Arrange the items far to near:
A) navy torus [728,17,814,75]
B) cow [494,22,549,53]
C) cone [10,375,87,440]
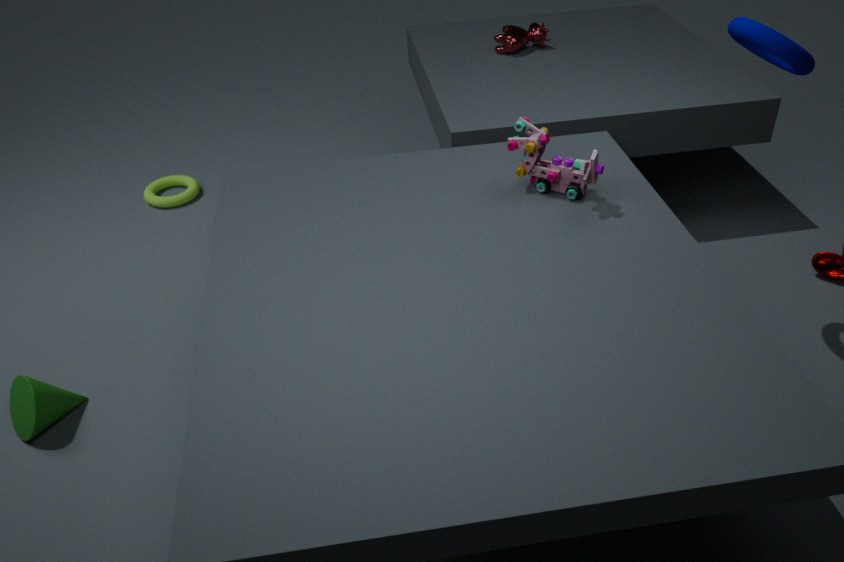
1. B. cow [494,22,549,53]
2. C. cone [10,375,87,440]
3. A. navy torus [728,17,814,75]
